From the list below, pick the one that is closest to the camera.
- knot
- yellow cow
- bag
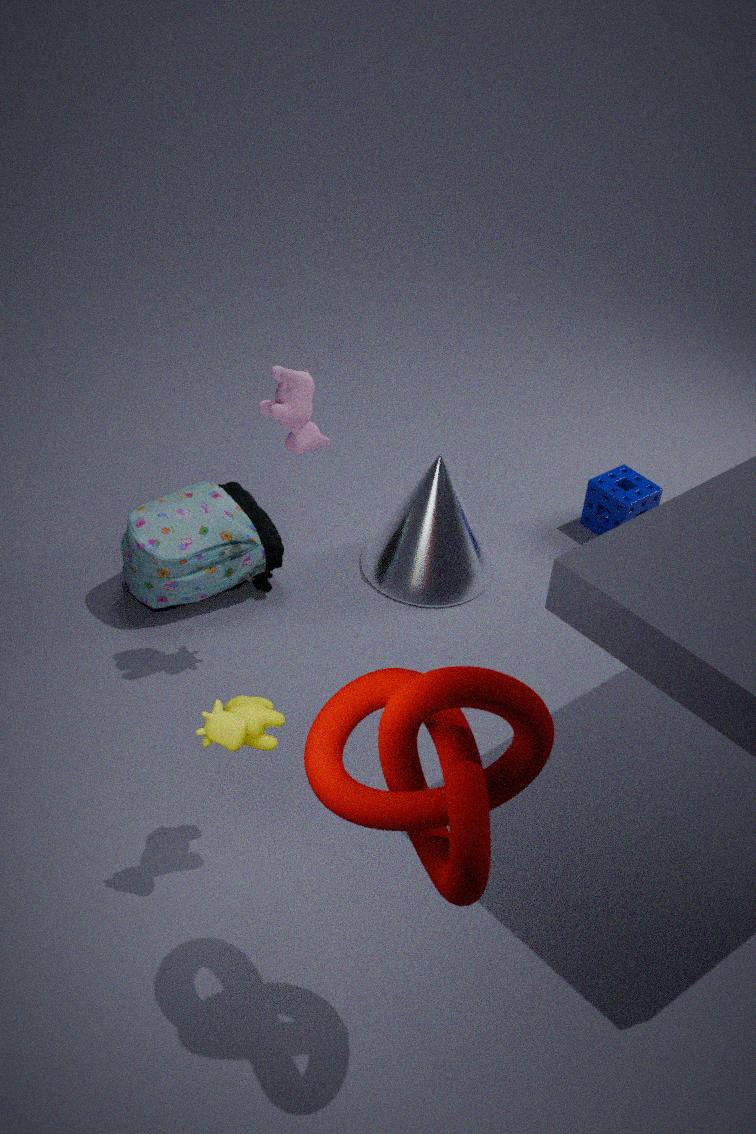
knot
